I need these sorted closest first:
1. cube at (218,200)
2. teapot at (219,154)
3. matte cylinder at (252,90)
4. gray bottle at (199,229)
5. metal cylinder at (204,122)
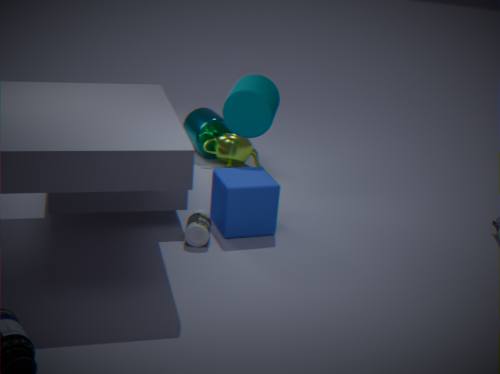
1. gray bottle at (199,229)
2. cube at (218,200)
3. matte cylinder at (252,90)
4. teapot at (219,154)
5. metal cylinder at (204,122)
